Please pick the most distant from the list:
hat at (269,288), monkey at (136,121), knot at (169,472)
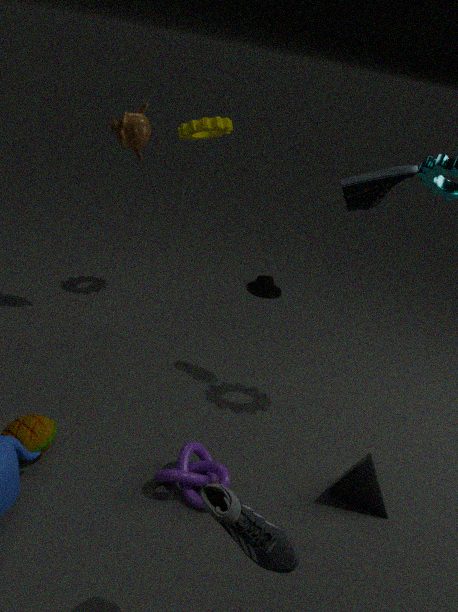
hat at (269,288)
